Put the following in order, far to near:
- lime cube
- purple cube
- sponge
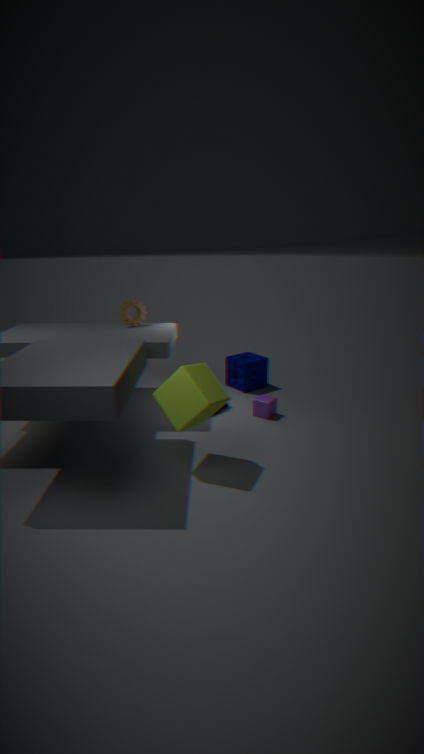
sponge
purple cube
lime cube
